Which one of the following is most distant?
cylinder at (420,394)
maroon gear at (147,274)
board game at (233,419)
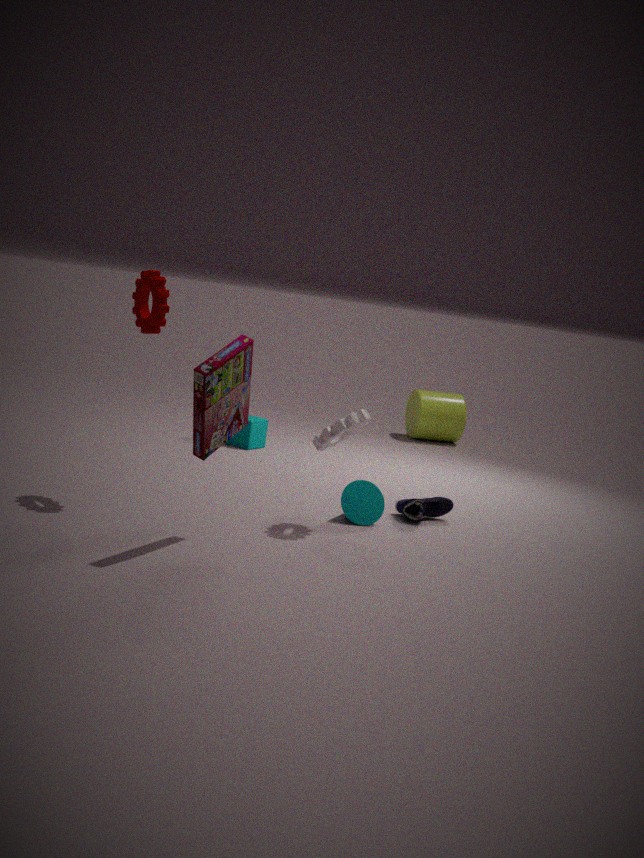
cylinder at (420,394)
